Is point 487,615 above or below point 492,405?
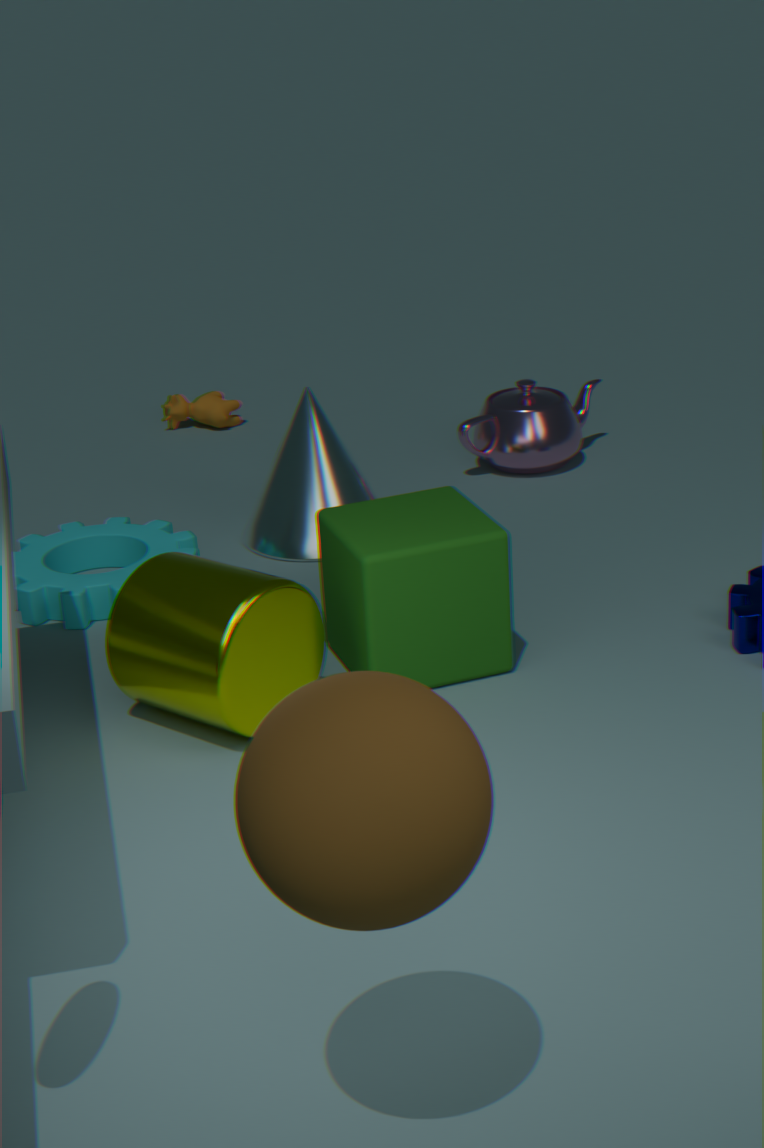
above
